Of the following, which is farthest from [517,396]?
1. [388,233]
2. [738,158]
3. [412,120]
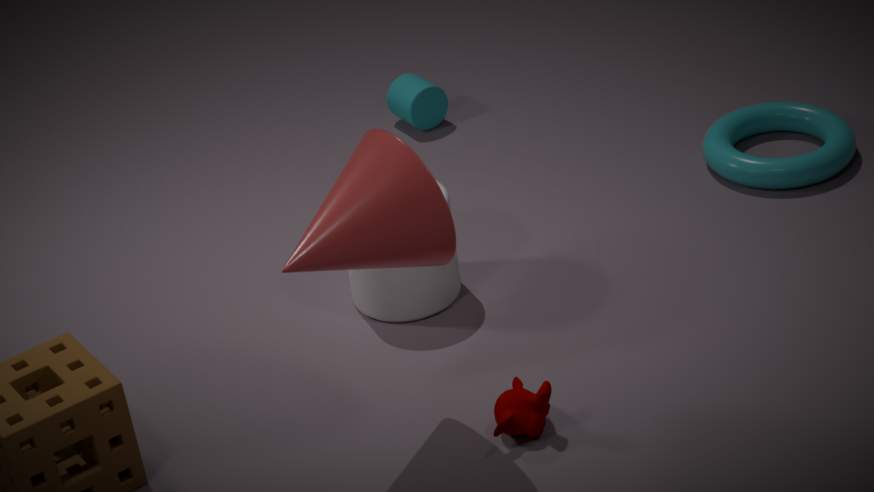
[412,120]
